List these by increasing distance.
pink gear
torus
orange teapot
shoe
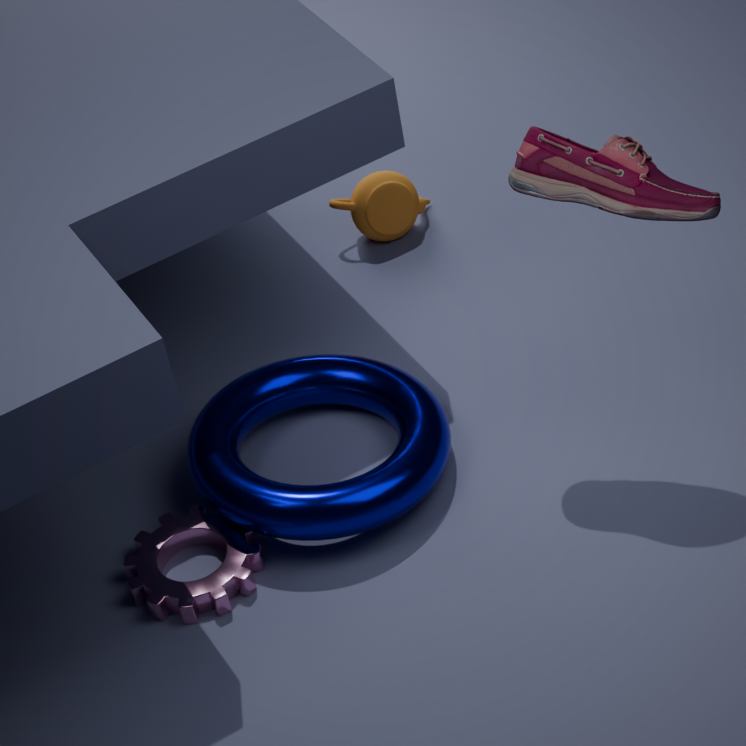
shoe
pink gear
torus
orange teapot
